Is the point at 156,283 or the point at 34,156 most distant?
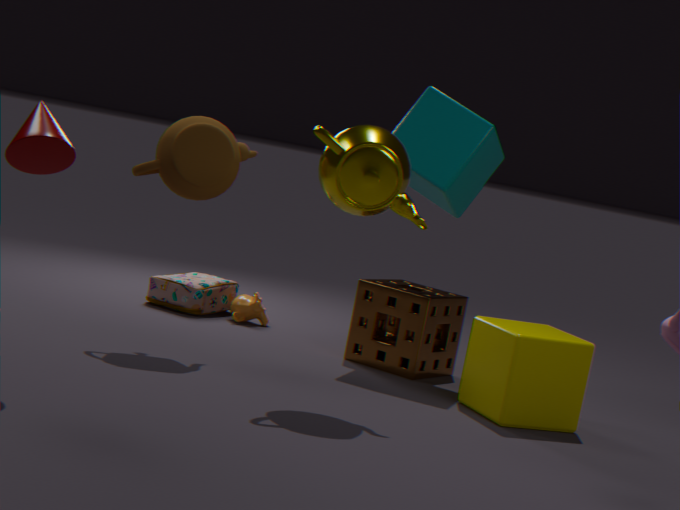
the point at 156,283
